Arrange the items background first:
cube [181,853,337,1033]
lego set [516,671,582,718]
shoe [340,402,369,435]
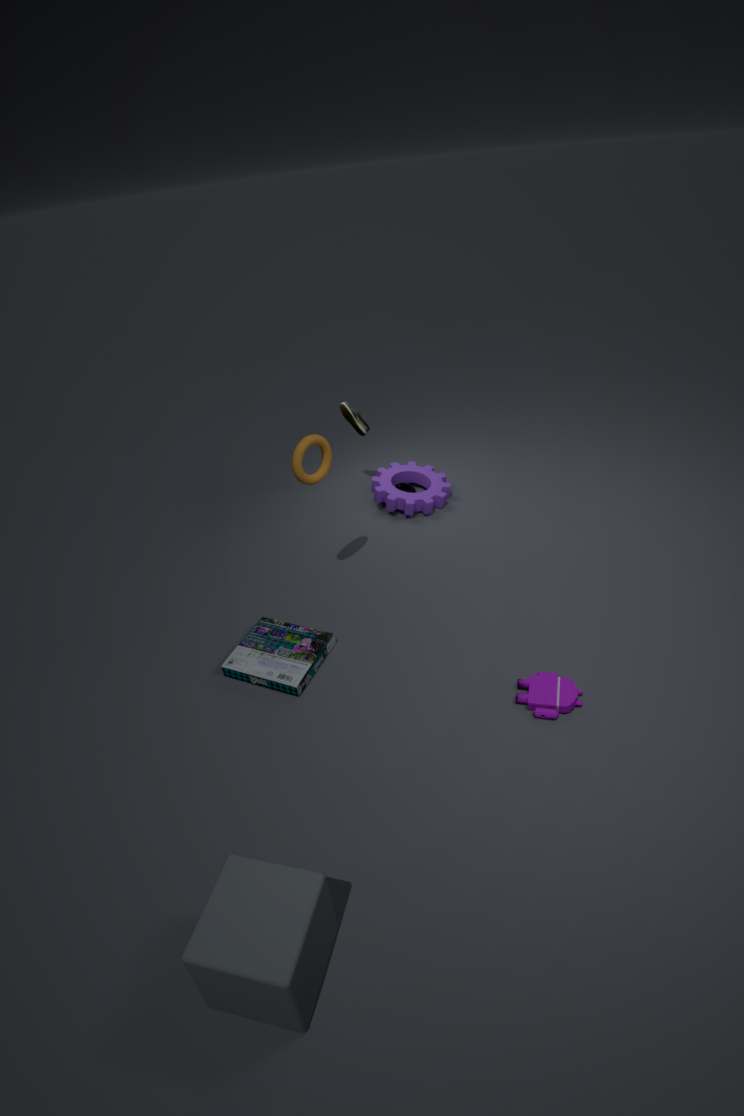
shoe [340,402,369,435], lego set [516,671,582,718], cube [181,853,337,1033]
